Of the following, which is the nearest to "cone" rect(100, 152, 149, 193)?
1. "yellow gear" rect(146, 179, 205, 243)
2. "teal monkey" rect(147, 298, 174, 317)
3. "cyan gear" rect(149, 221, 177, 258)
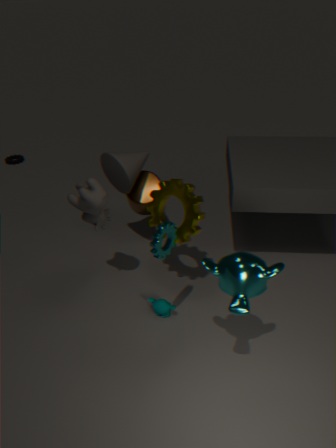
"yellow gear" rect(146, 179, 205, 243)
